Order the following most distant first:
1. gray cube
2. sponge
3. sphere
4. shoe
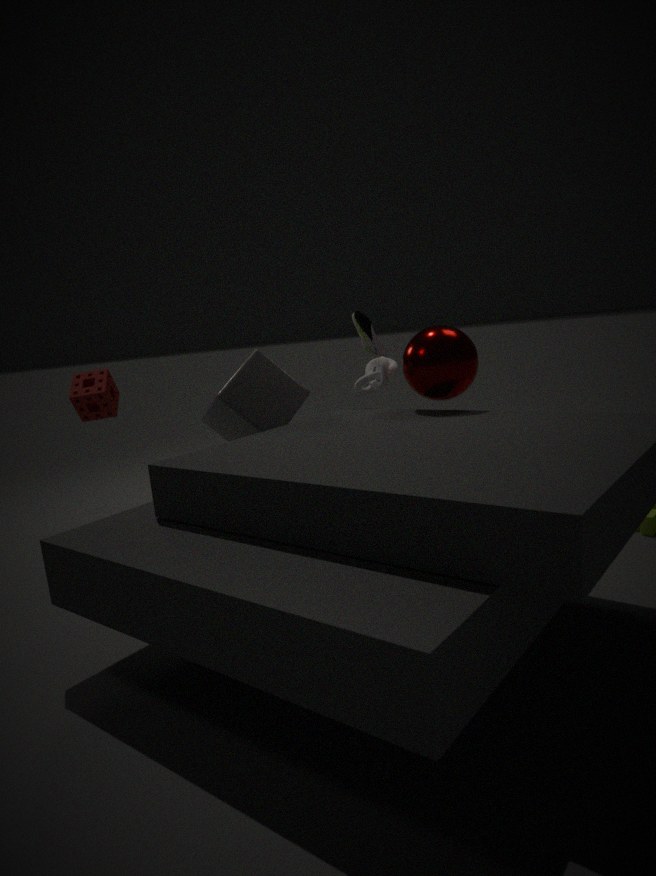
shoe, sponge, gray cube, sphere
